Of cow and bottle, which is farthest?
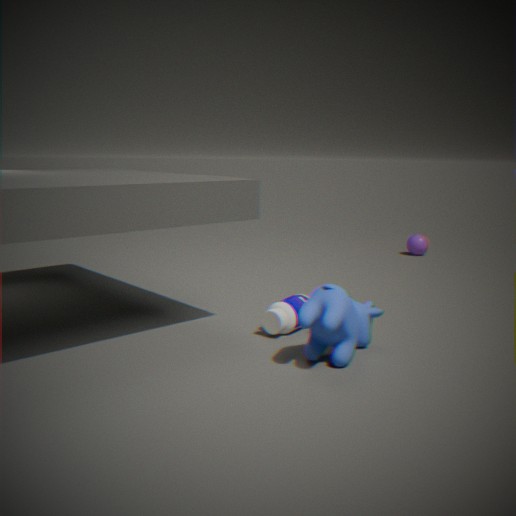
bottle
